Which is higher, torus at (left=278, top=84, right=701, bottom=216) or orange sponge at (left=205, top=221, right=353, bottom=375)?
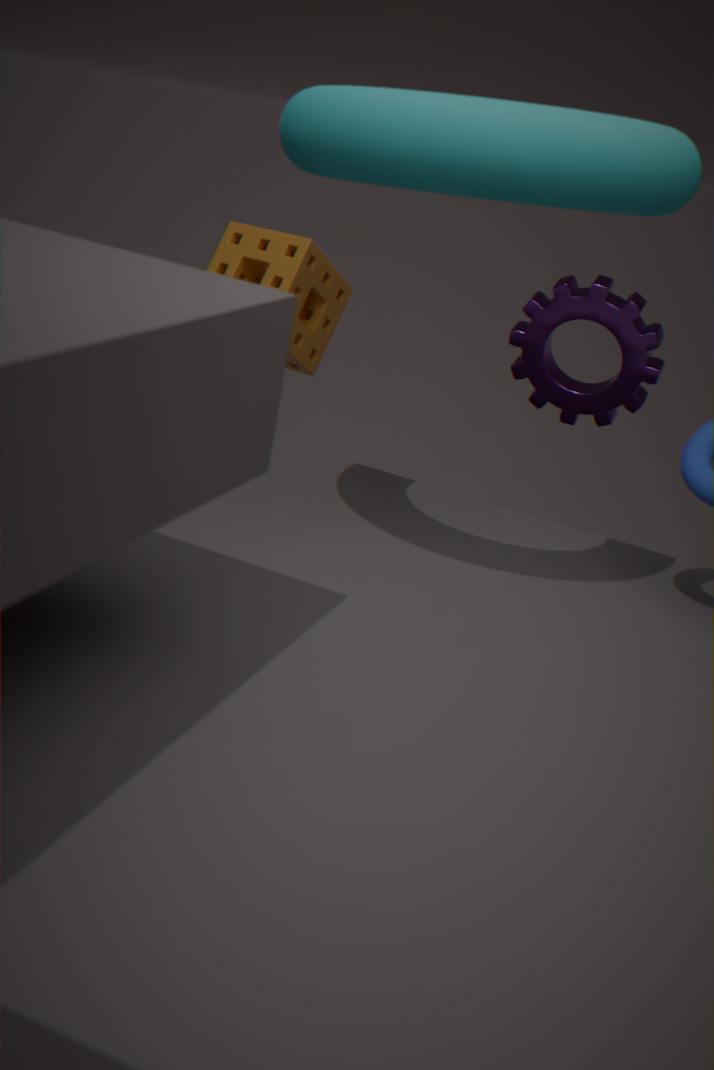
torus at (left=278, top=84, right=701, bottom=216)
